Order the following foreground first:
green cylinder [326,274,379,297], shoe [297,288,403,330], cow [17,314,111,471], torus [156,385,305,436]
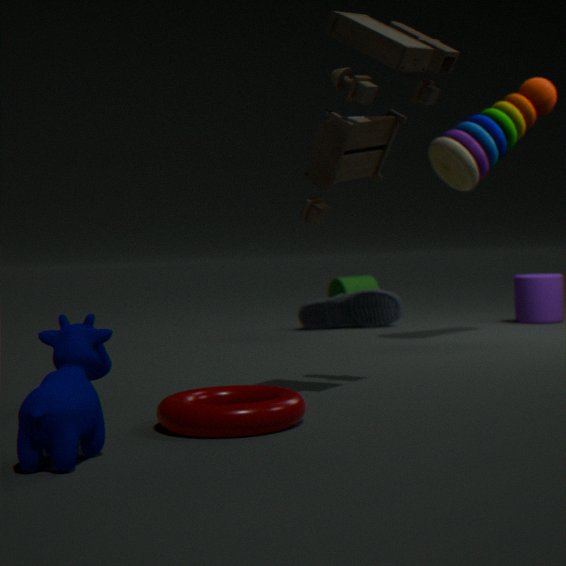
cow [17,314,111,471] → torus [156,385,305,436] → shoe [297,288,403,330] → green cylinder [326,274,379,297]
